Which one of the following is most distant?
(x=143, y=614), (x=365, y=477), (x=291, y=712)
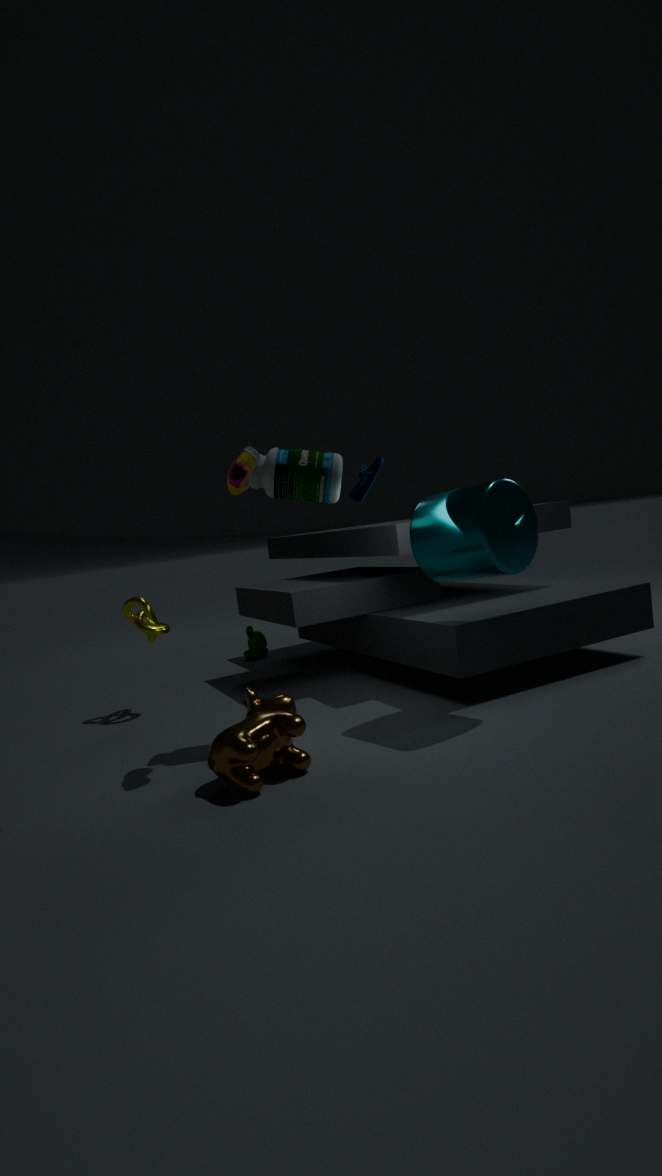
(x=365, y=477)
